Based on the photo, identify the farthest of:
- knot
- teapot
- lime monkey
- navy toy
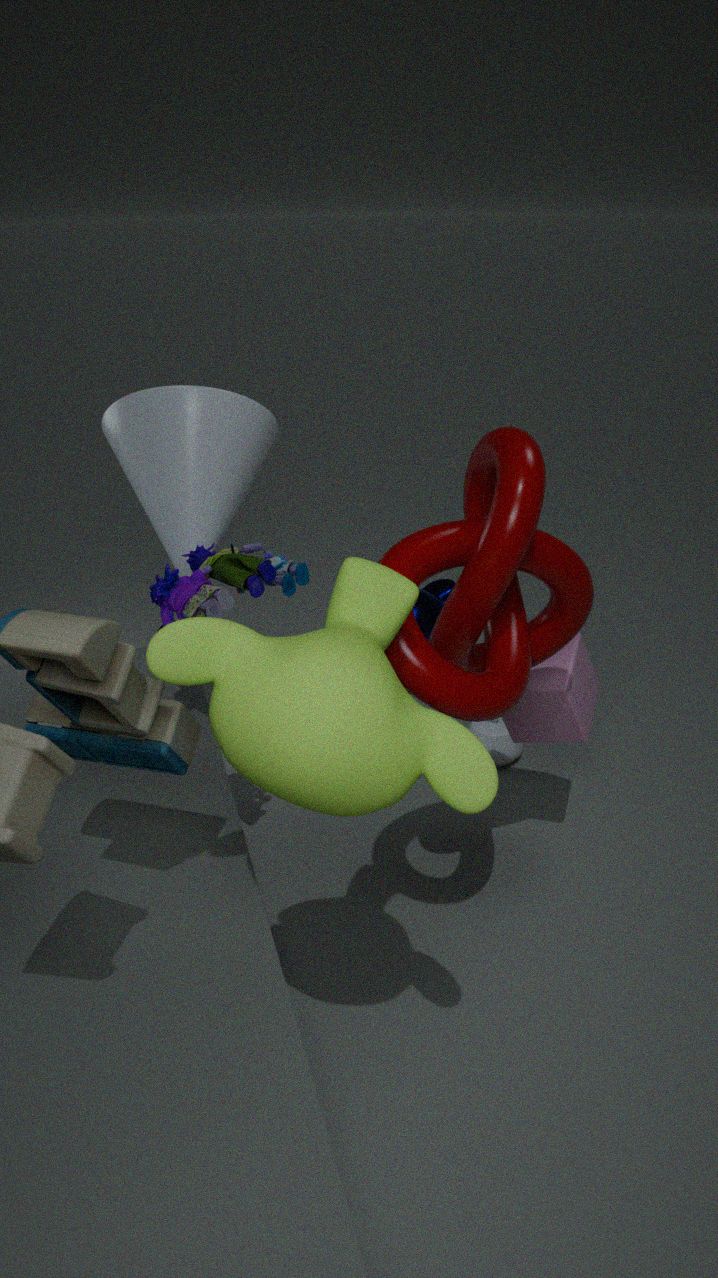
teapot
